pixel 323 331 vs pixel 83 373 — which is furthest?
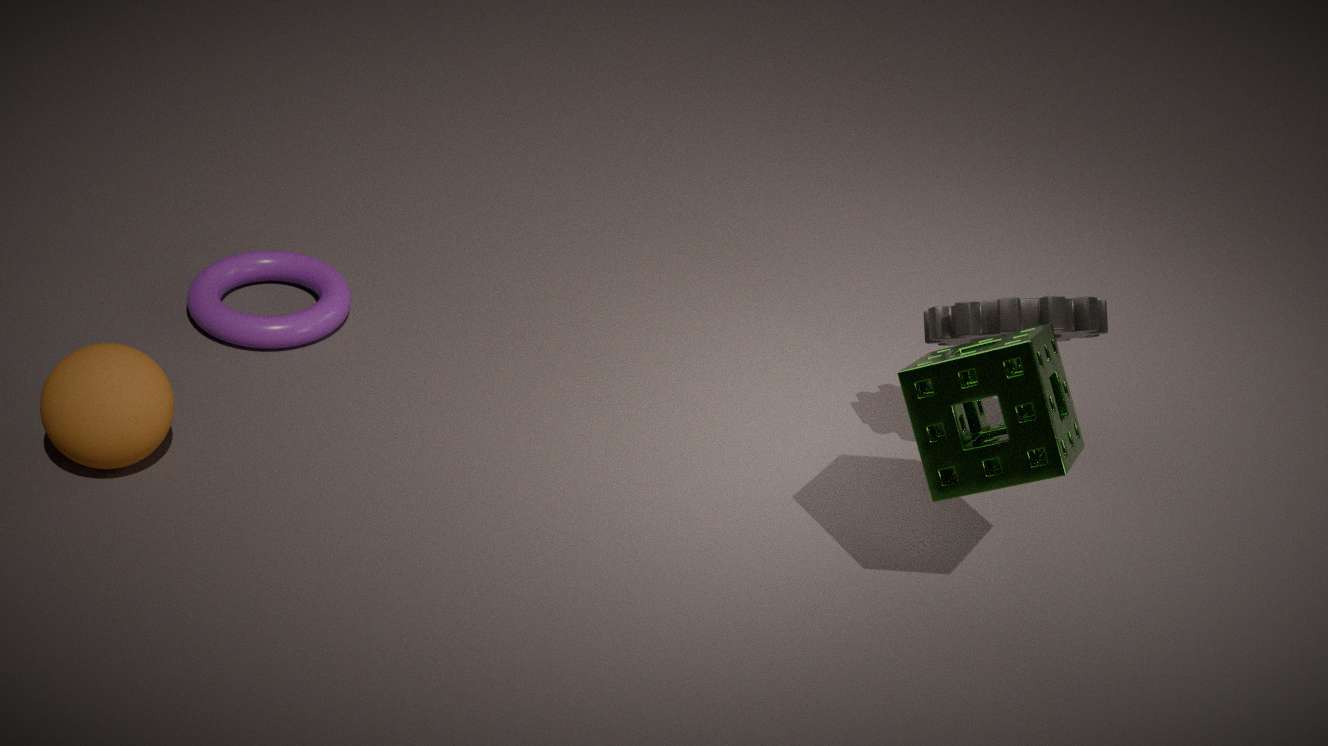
pixel 323 331
